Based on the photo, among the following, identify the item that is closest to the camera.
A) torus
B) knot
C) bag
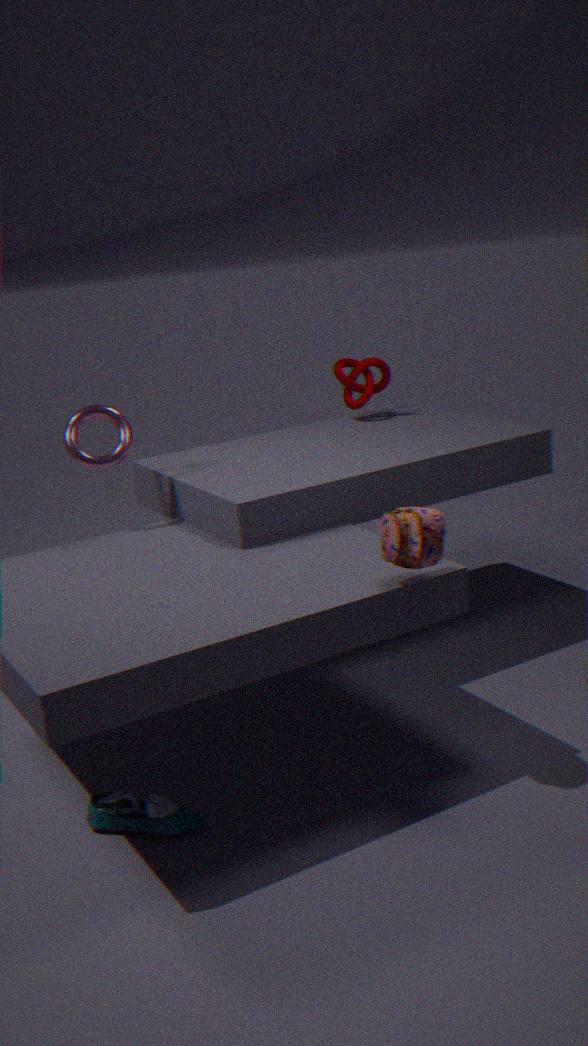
bag
